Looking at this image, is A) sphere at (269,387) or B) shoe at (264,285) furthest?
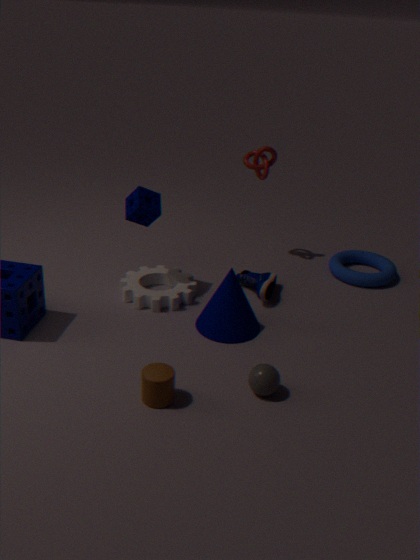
B. shoe at (264,285)
